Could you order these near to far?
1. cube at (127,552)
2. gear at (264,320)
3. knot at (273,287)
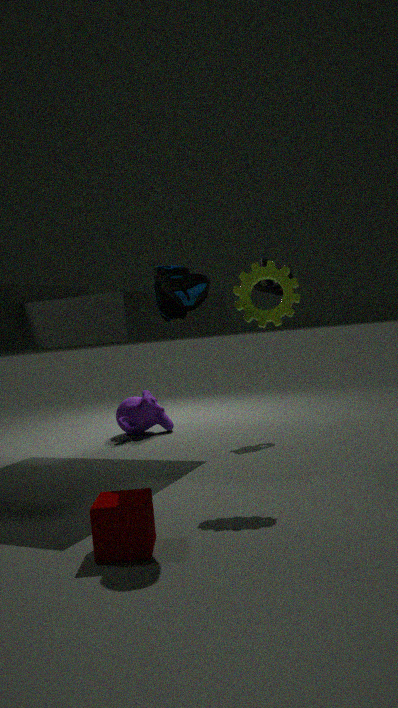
cube at (127,552)
gear at (264,320)
knot at (273,287)
